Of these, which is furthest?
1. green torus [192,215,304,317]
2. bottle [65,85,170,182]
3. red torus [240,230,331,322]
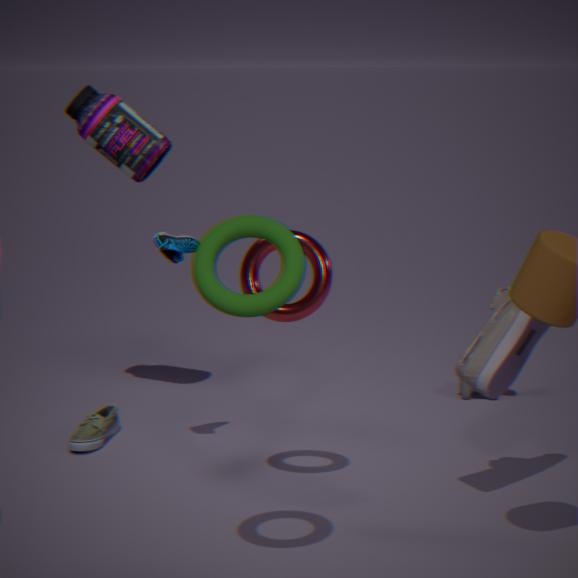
bottle [65,85,170,182]
